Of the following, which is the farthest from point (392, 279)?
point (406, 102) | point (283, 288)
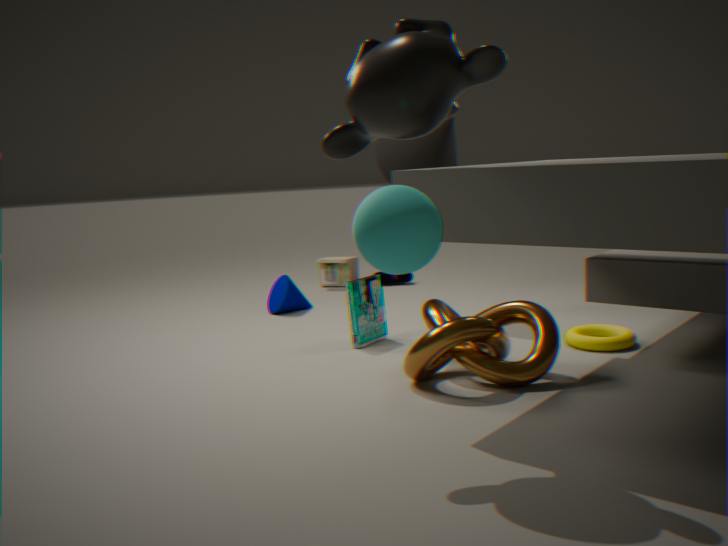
point (406, 102)
